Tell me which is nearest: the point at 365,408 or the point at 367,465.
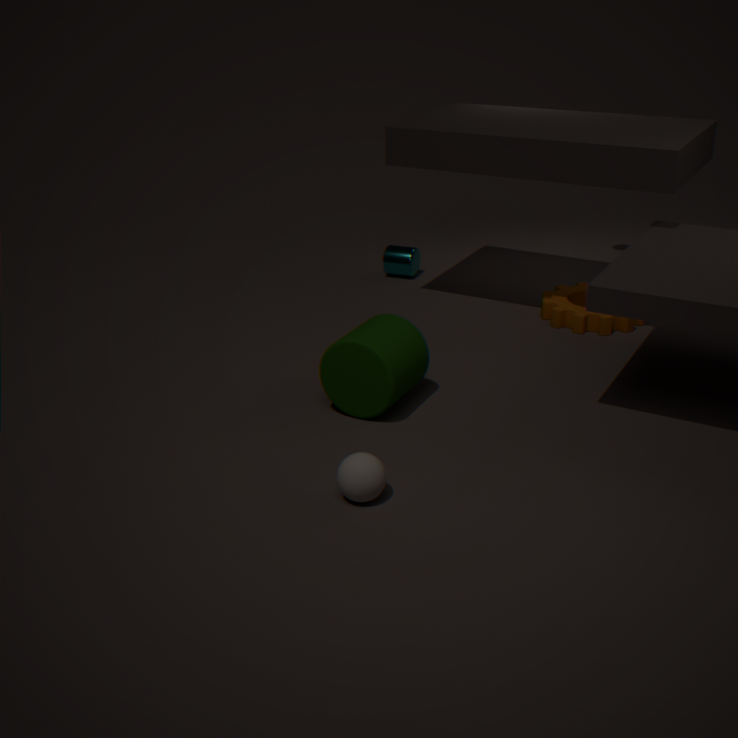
the point at 367,465
